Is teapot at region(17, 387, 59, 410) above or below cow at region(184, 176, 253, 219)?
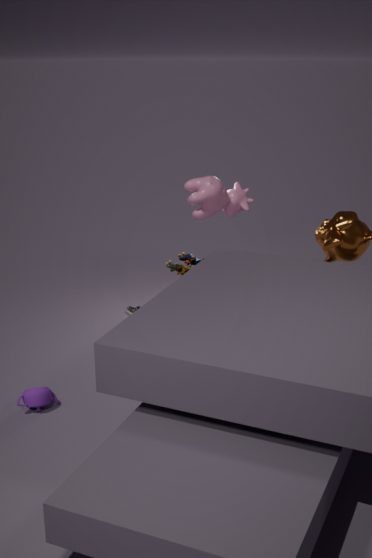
below
